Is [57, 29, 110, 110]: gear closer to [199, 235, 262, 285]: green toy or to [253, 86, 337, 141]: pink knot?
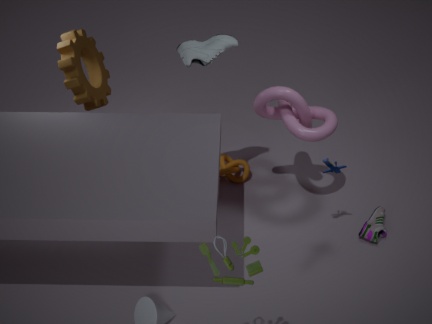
[253, 86, 337, 141]: pink knot
